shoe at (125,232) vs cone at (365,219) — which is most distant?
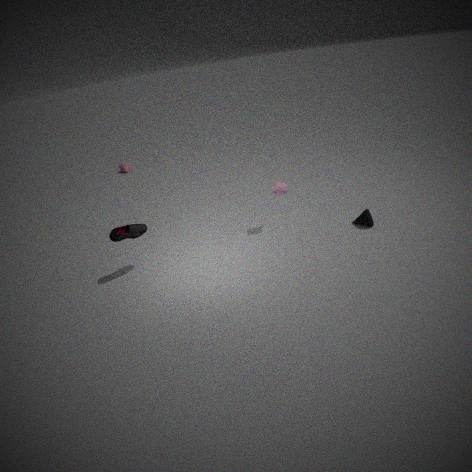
cone at (365,219)
